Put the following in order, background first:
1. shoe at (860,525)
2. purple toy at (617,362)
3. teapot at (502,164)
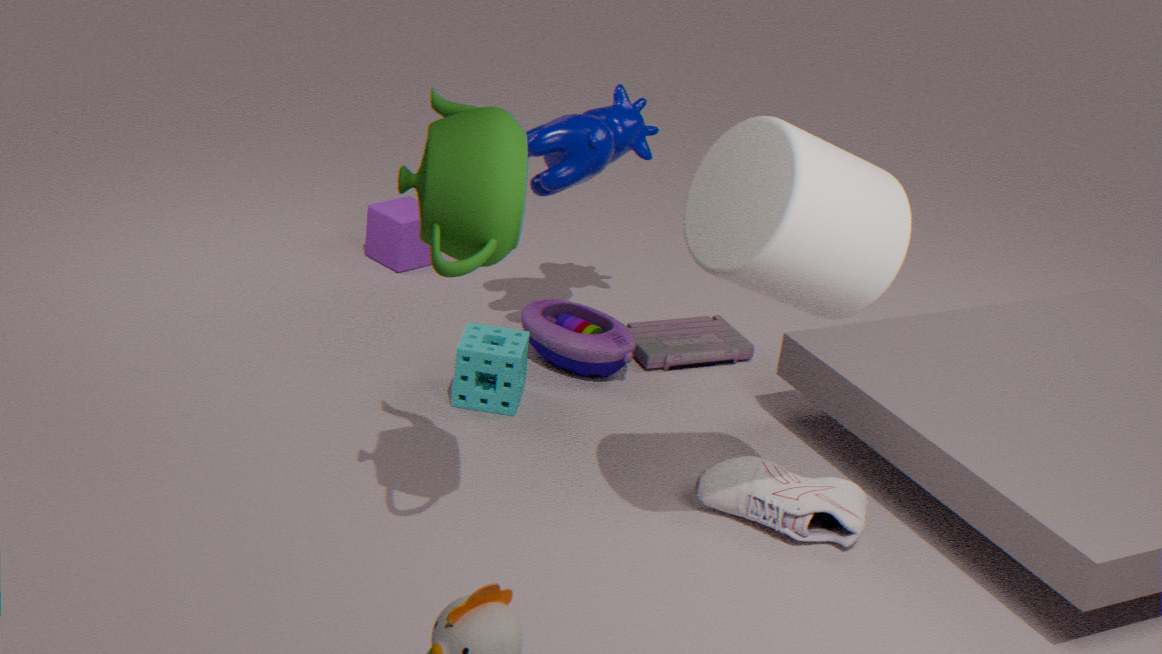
purple toy at (617,362), shoe at (860,525), teapot at (502,164)
